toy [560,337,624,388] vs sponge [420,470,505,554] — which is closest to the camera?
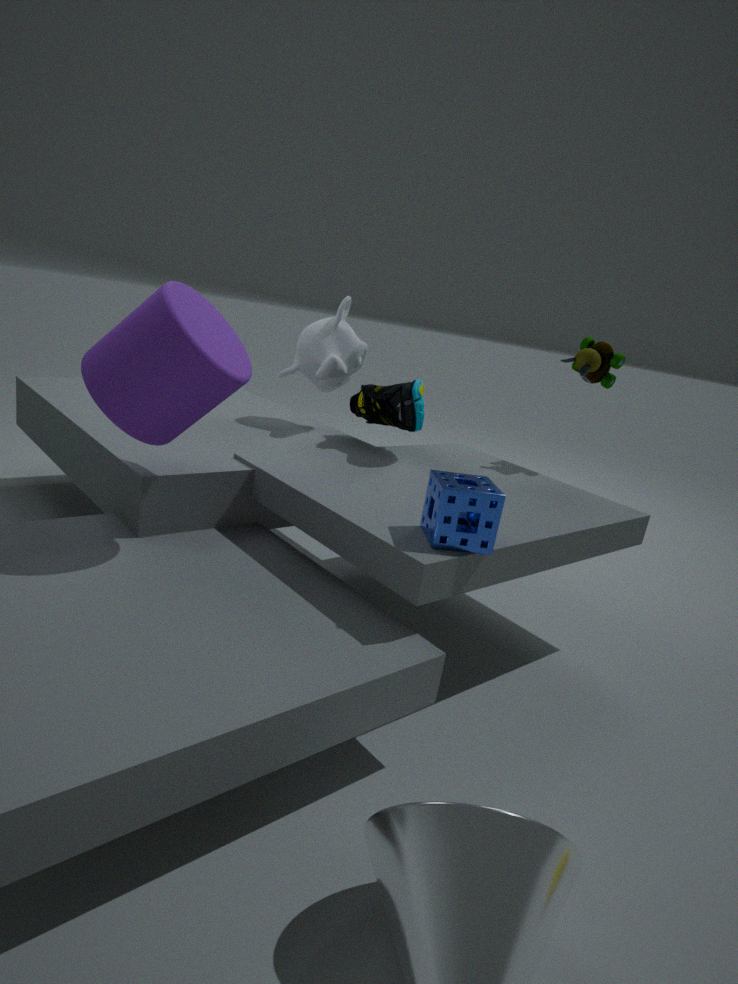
sponge [420,470,505,554]
